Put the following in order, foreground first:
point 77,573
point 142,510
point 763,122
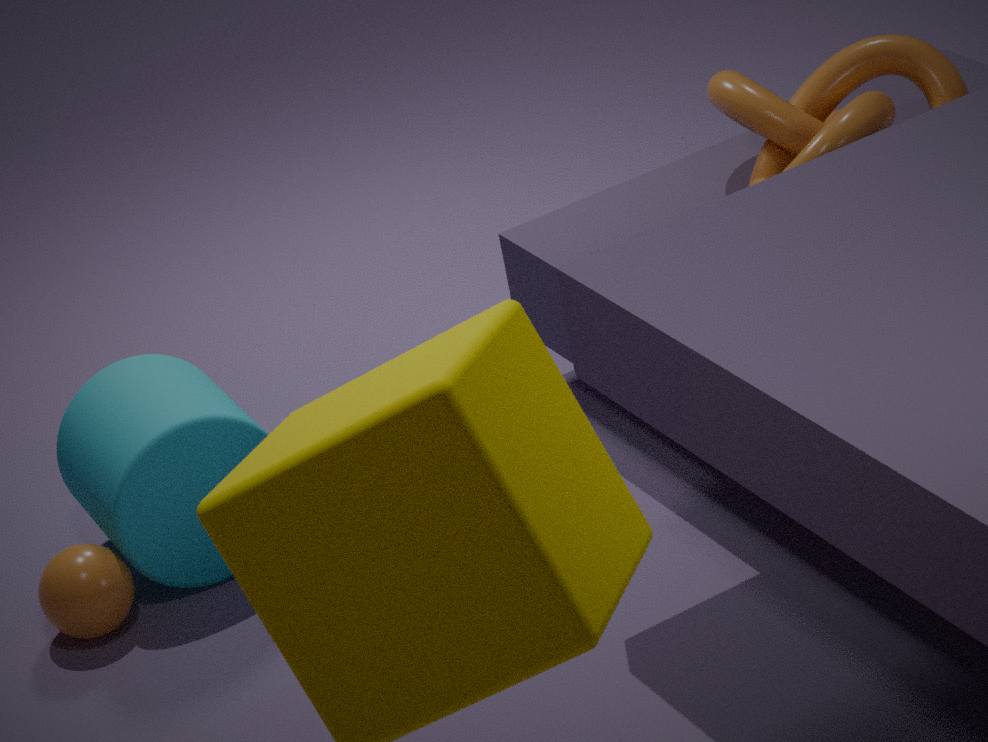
1. point 77,573
2. point 142,510
3. point 763,122
